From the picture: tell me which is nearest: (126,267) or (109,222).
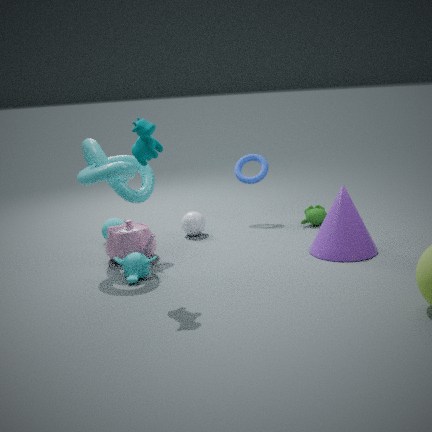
(126,267)
